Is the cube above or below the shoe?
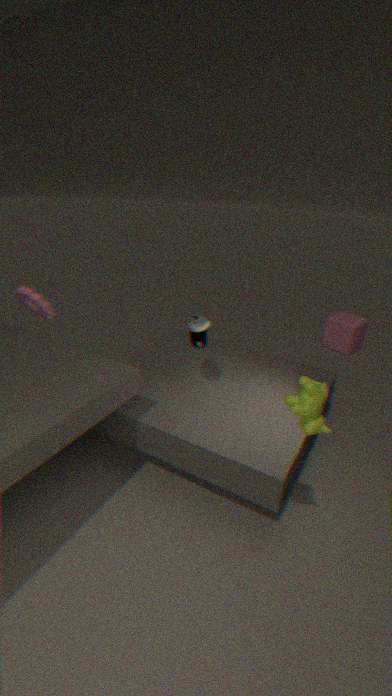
below
